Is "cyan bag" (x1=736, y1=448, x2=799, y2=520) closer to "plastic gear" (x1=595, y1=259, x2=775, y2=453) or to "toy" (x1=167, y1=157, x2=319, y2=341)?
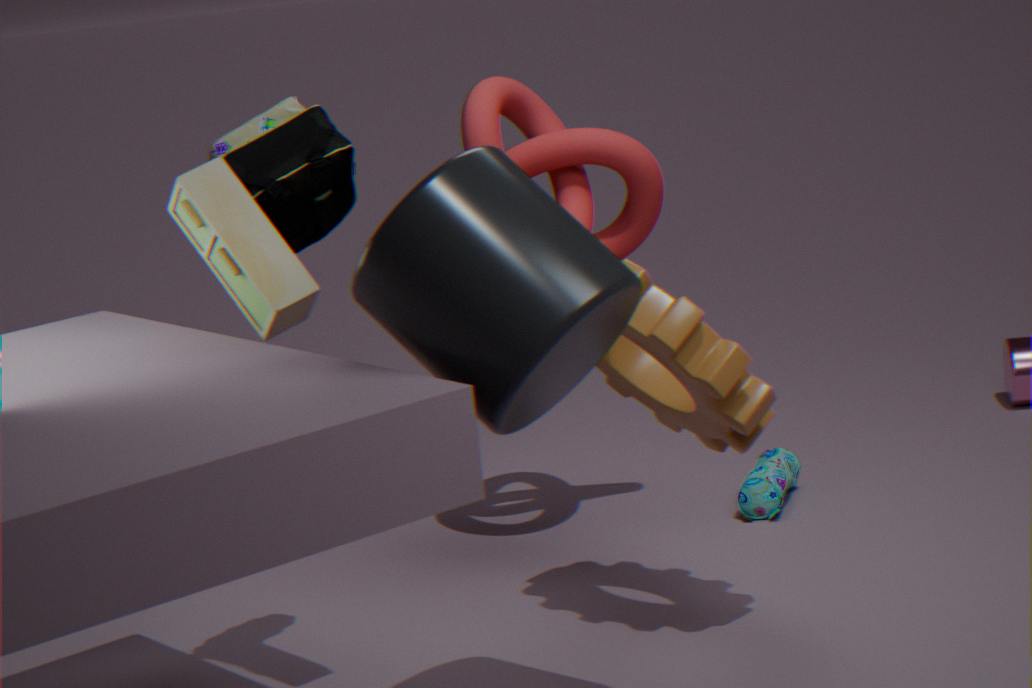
"plastic gear" (x1=595, y1=259, x2=775, y2=453)
